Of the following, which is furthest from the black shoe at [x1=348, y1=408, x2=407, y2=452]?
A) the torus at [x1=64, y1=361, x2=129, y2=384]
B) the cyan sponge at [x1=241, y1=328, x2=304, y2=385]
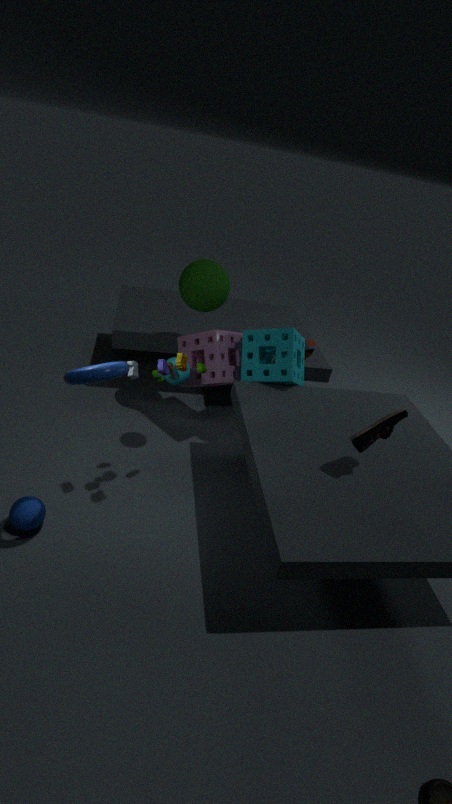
the torus at [x1=64, y1=361, x2=129, y2=384]
